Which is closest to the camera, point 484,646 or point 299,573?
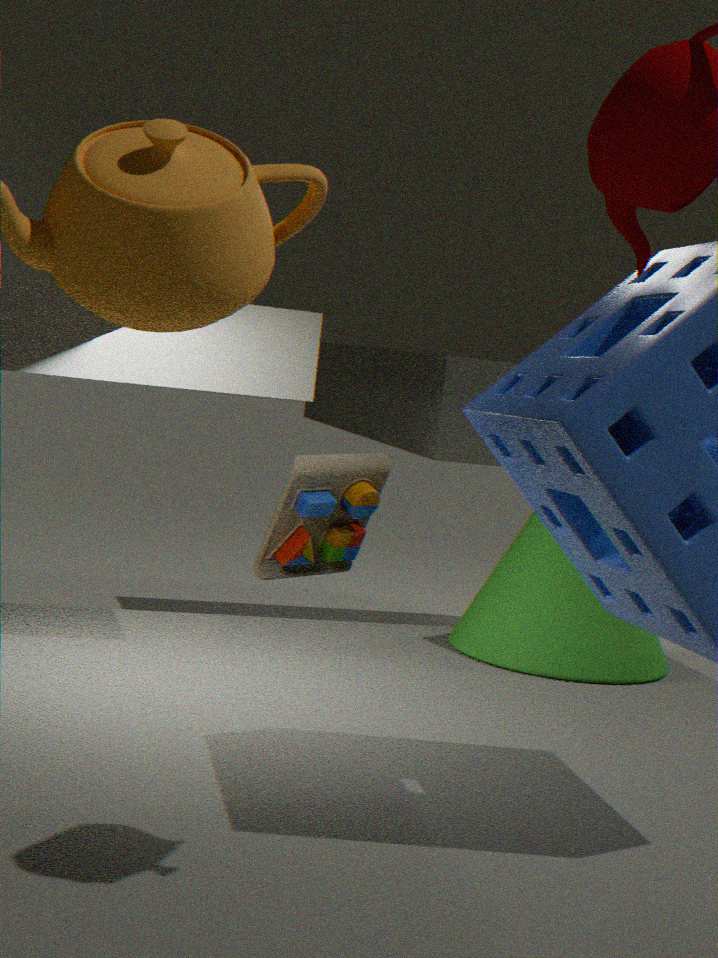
point 484,646
